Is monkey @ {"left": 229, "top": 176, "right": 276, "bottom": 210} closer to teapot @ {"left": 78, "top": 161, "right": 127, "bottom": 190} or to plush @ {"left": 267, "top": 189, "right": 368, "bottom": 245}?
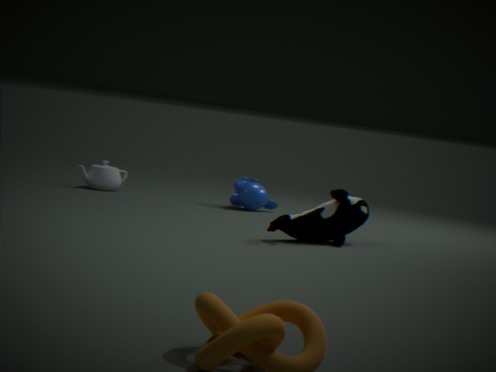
teapot @ {"left": 78, "top": 161, "right": 127, "bottom": 190}
